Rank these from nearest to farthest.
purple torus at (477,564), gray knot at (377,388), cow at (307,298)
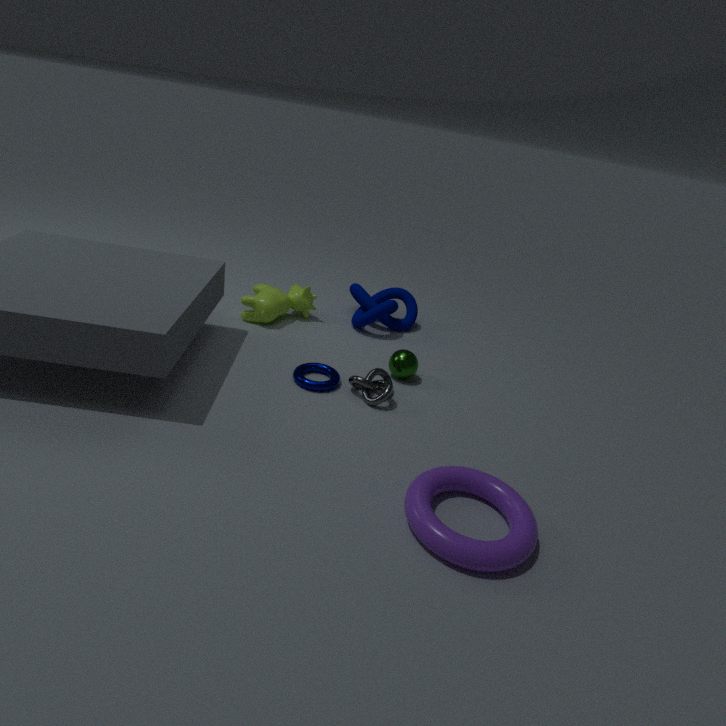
purple torus at (477,564)
gray knot at (377,388)
cow at (307,298)
